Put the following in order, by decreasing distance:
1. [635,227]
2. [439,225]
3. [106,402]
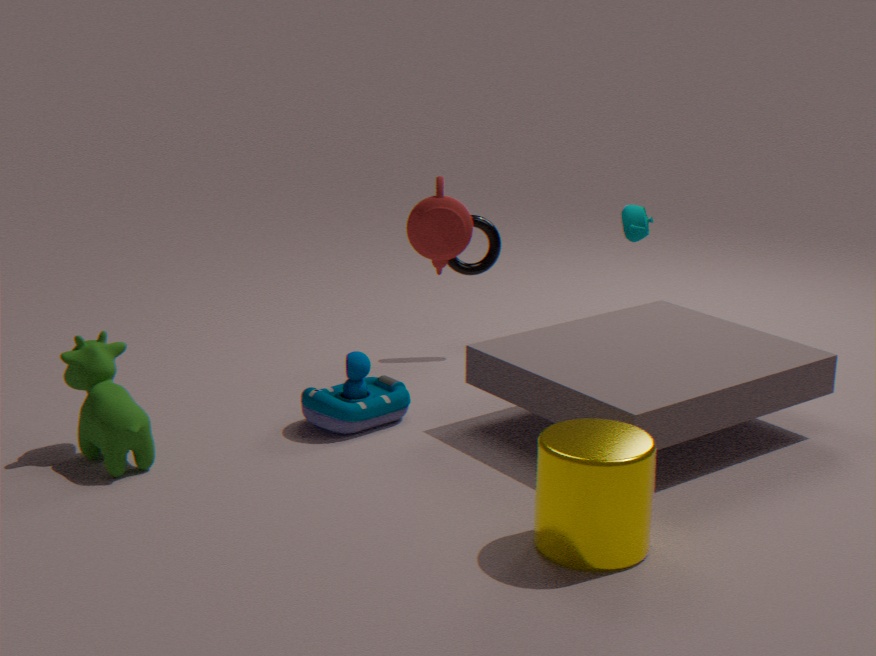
[635,227], [106,402], [439,225]
